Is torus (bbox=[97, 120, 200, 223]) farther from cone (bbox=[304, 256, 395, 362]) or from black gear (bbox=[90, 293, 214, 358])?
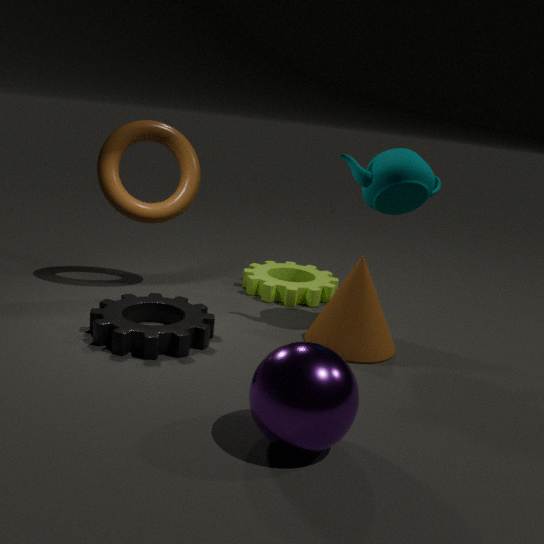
cone (bbox=[304, 256, 395, 362])
